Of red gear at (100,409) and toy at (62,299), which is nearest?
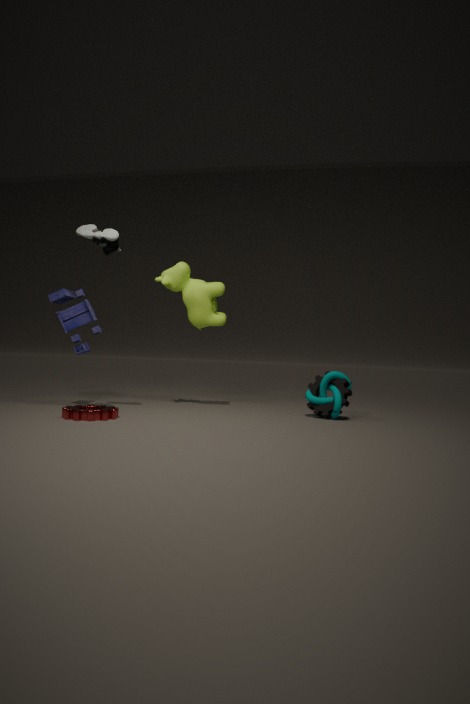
red gear at (100,409)
